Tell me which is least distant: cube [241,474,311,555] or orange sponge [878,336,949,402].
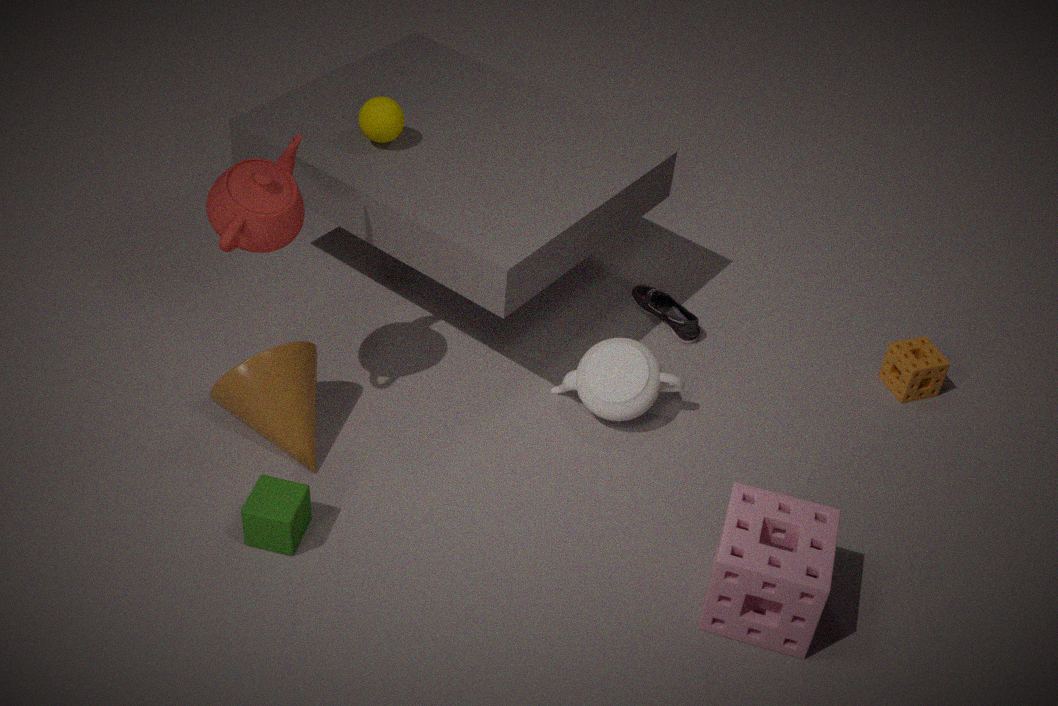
cube [241,474,311,555]
